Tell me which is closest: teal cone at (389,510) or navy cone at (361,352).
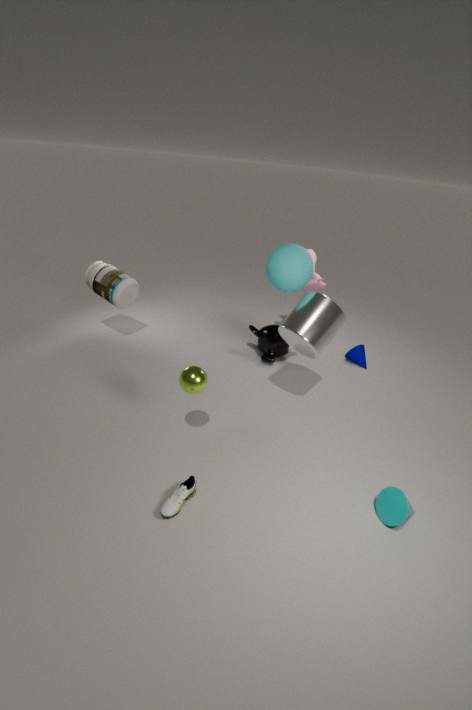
teal cone at (389,510)
